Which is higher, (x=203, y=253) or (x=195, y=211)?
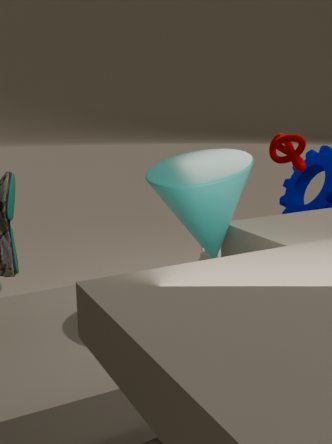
(x=195, y=211)
